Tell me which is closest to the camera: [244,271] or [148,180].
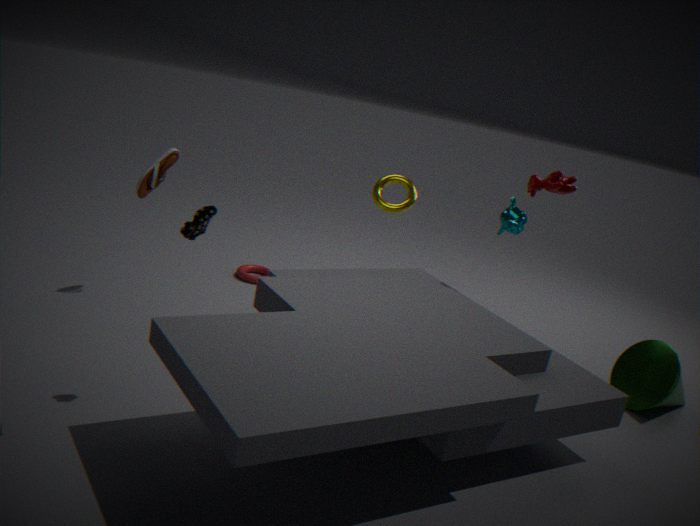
[148,180]
